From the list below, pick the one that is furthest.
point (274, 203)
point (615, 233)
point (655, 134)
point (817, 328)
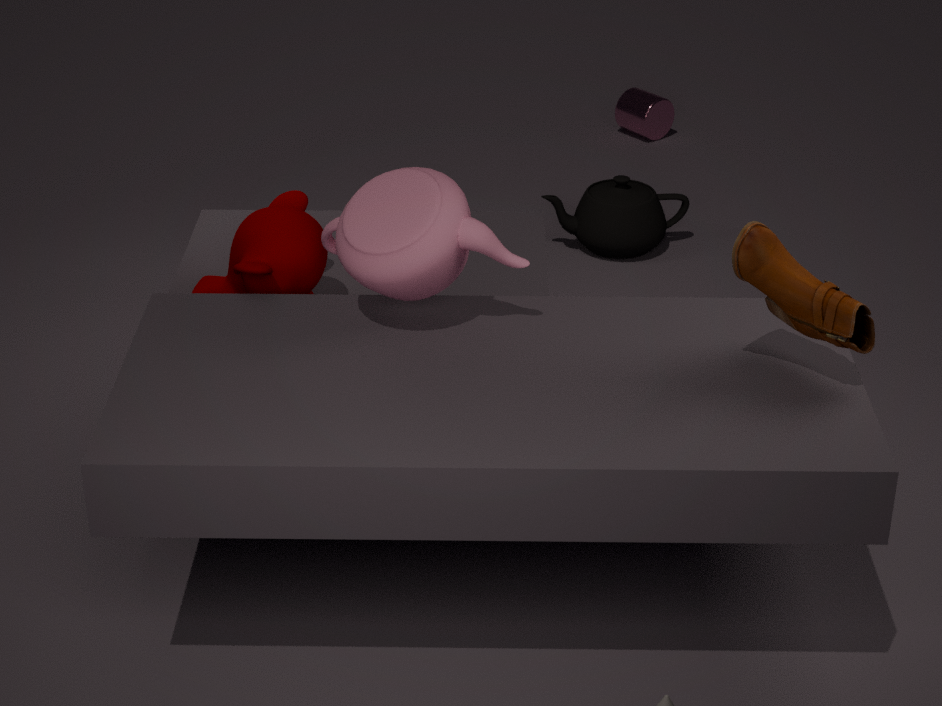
point (655, 134)
